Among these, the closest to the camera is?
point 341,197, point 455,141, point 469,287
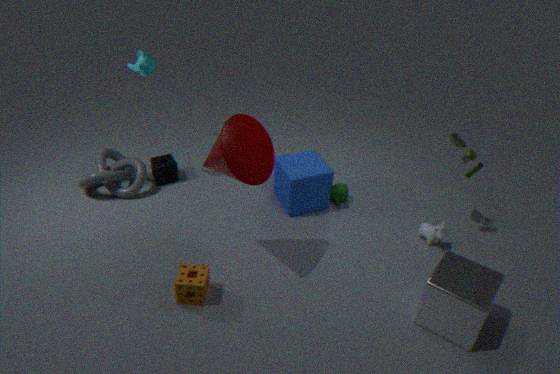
point 469,287
